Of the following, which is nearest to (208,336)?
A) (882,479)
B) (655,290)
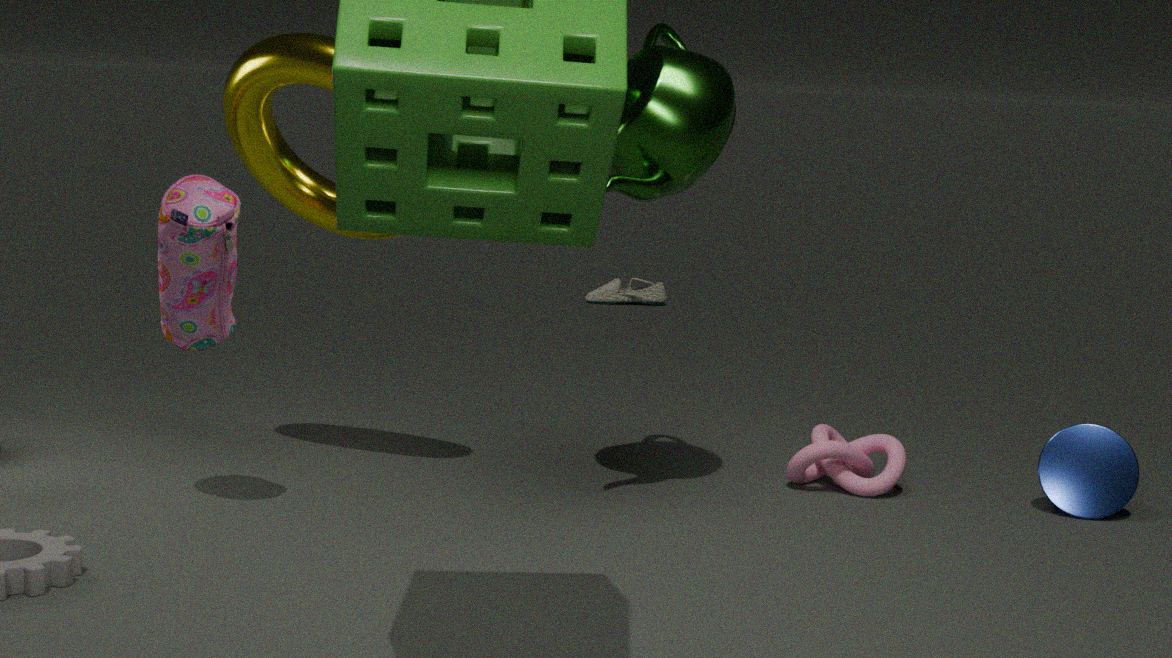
(882,479)
